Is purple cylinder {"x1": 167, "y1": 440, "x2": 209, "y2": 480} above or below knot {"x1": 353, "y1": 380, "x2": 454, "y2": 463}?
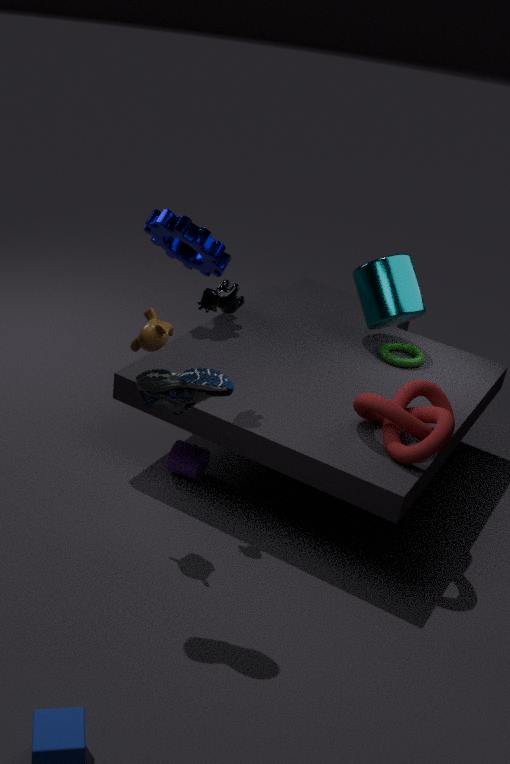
below
